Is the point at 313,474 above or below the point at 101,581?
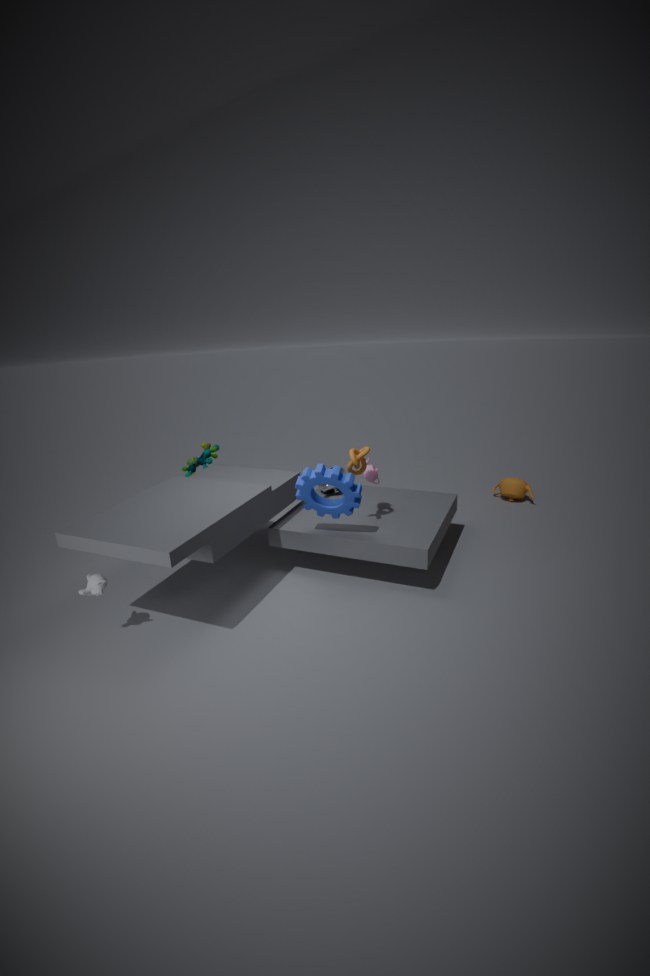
above
